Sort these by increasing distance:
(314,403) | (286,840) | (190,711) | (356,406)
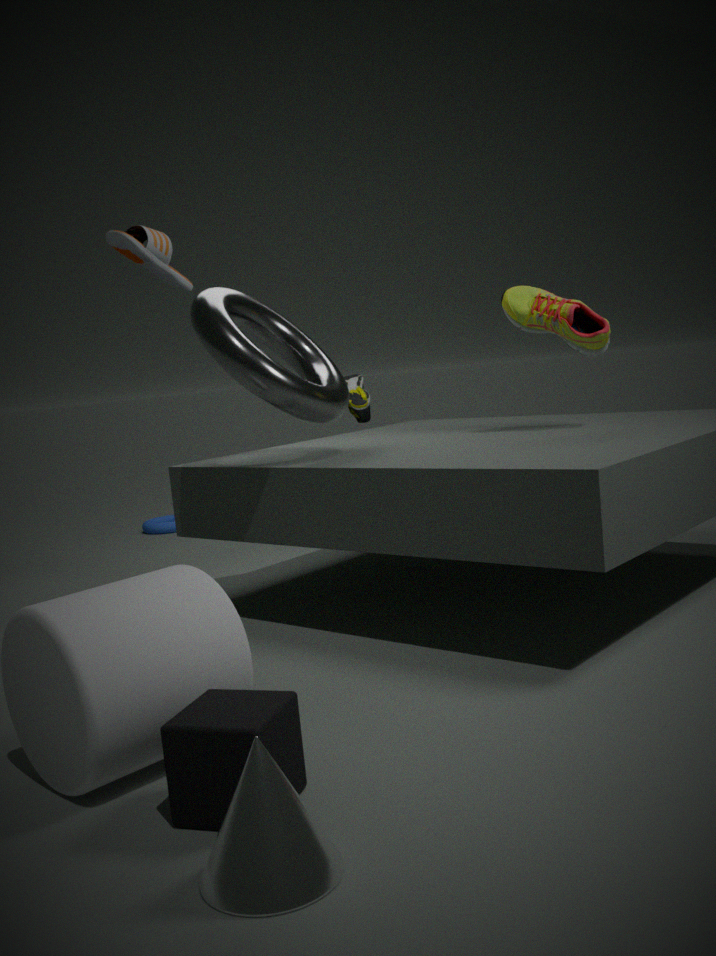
1. (286,840)
2. (190,711)
3. (314,403)
4. (356,406)
